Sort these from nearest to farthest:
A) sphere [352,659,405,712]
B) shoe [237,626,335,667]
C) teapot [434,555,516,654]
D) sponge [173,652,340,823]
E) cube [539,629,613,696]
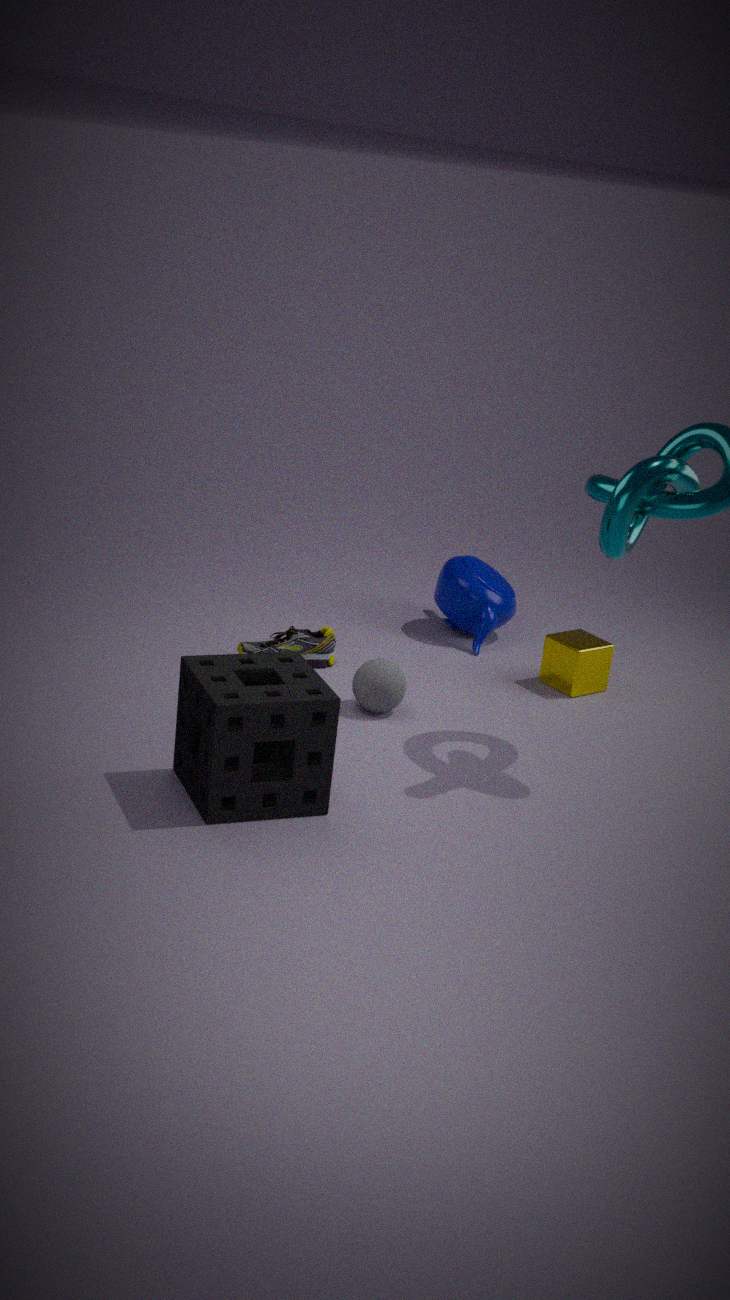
sponge [173,652,340,823]
sphere [352,659,405,712]
shoe [237,626,335,667]
cube [539,629,613,696]
teapot [434,555,516,654]
